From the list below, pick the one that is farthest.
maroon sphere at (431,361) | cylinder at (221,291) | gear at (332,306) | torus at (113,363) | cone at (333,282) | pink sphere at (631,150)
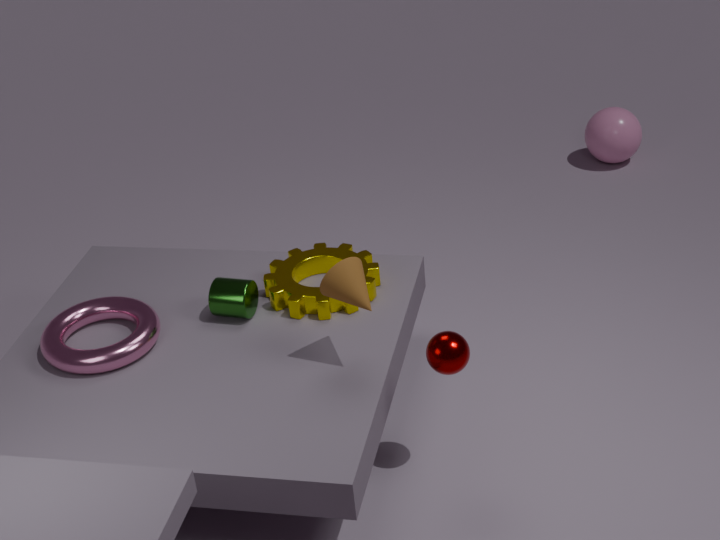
pink sphere at (631,150)
